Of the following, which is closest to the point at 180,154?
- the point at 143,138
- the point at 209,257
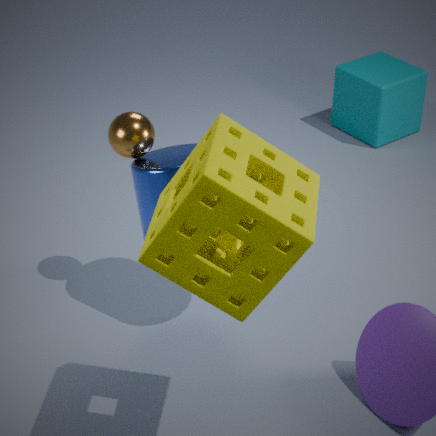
the point at 143,138
